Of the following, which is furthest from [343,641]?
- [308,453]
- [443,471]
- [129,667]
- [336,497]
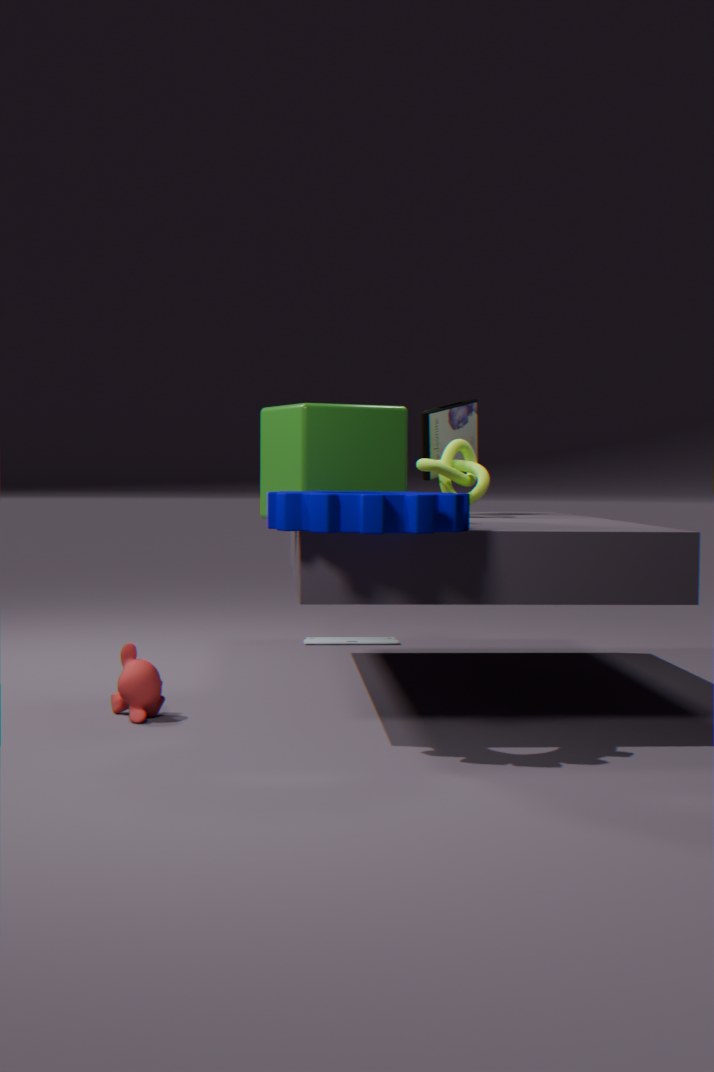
[336,497]
